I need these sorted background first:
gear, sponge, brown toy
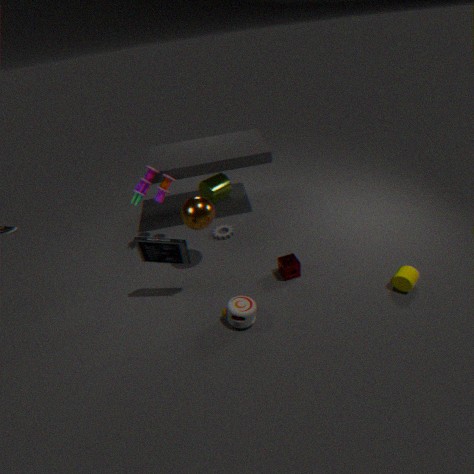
gear, sponge, brown toy
